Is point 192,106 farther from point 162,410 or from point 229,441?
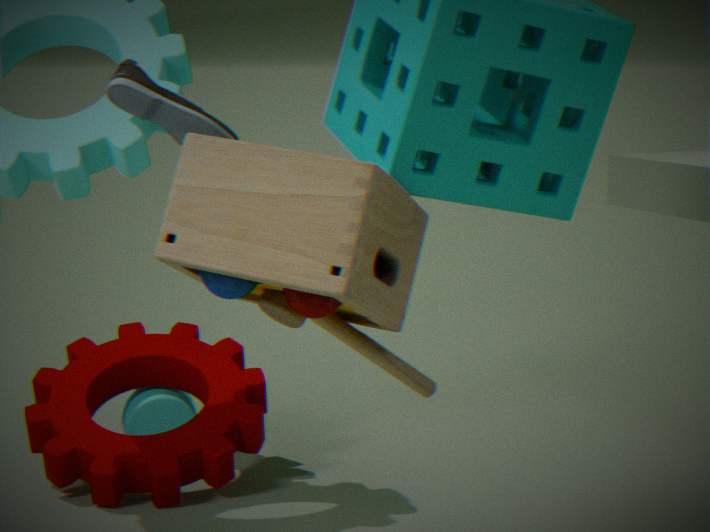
point 162,410
